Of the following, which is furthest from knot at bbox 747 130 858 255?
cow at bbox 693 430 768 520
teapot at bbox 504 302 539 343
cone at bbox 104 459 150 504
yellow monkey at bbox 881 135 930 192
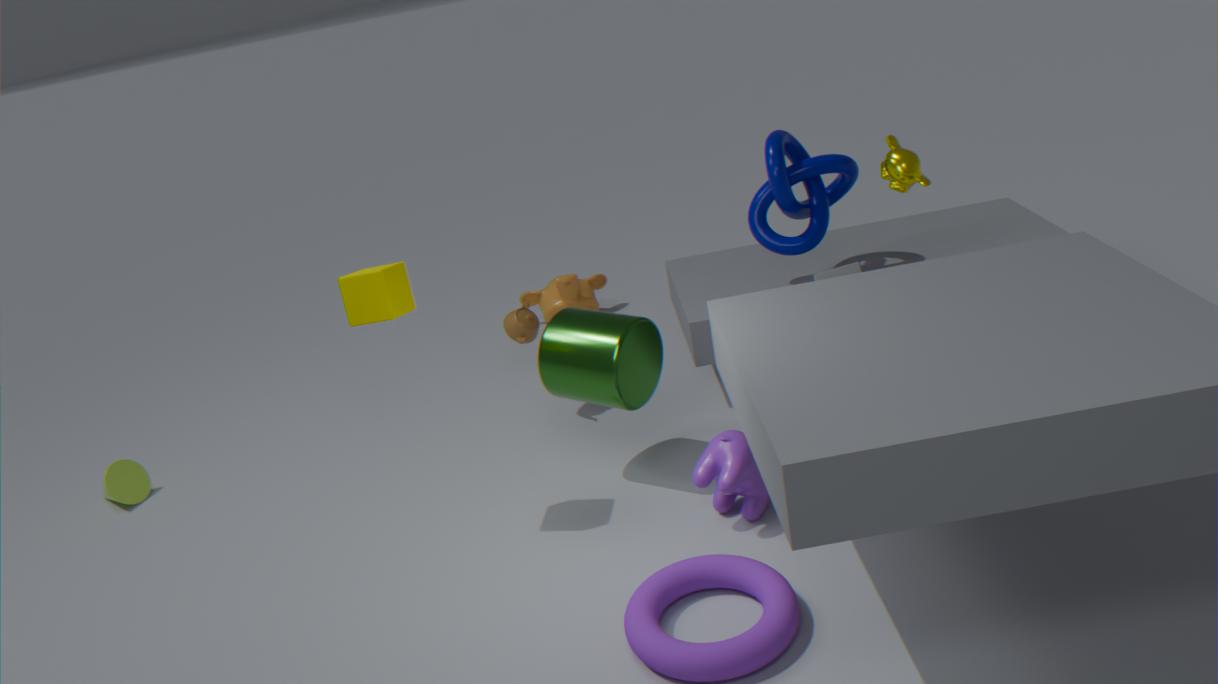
cone at bbox 104 459 150 504
